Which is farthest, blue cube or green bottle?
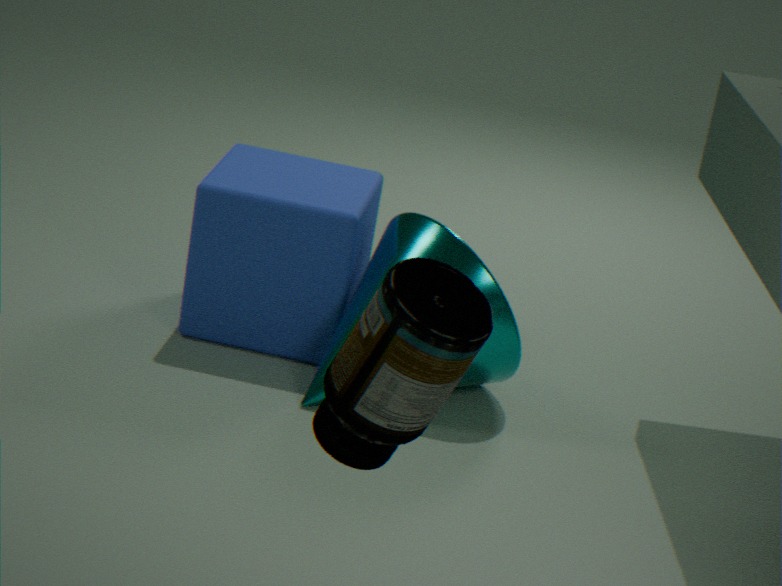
blue cube
